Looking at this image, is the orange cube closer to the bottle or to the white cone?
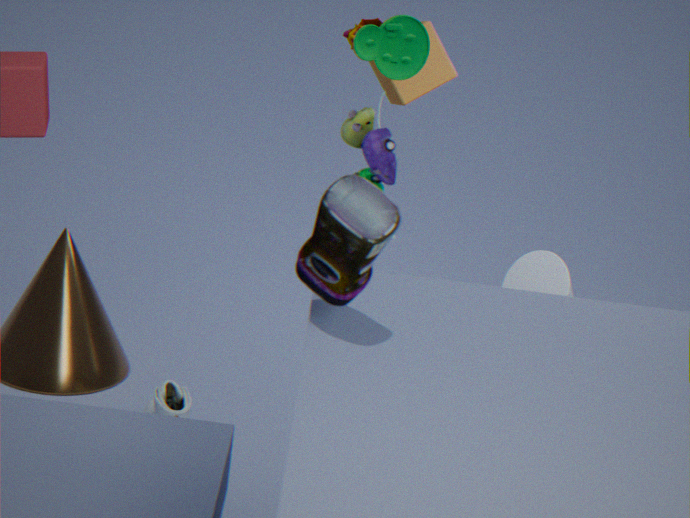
the white cone
